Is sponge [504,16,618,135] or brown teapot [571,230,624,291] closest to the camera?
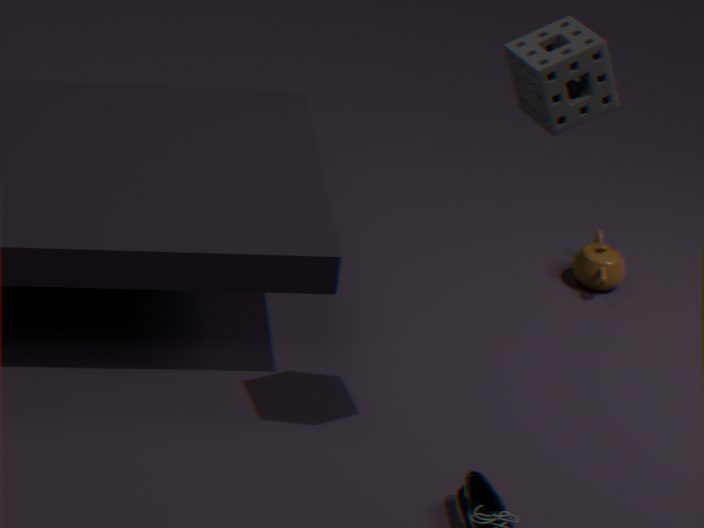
sponge [504,16,618,135]
